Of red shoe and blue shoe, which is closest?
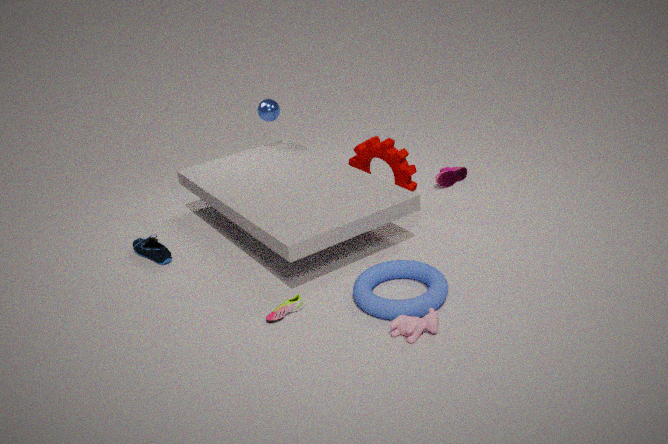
blue shoe
